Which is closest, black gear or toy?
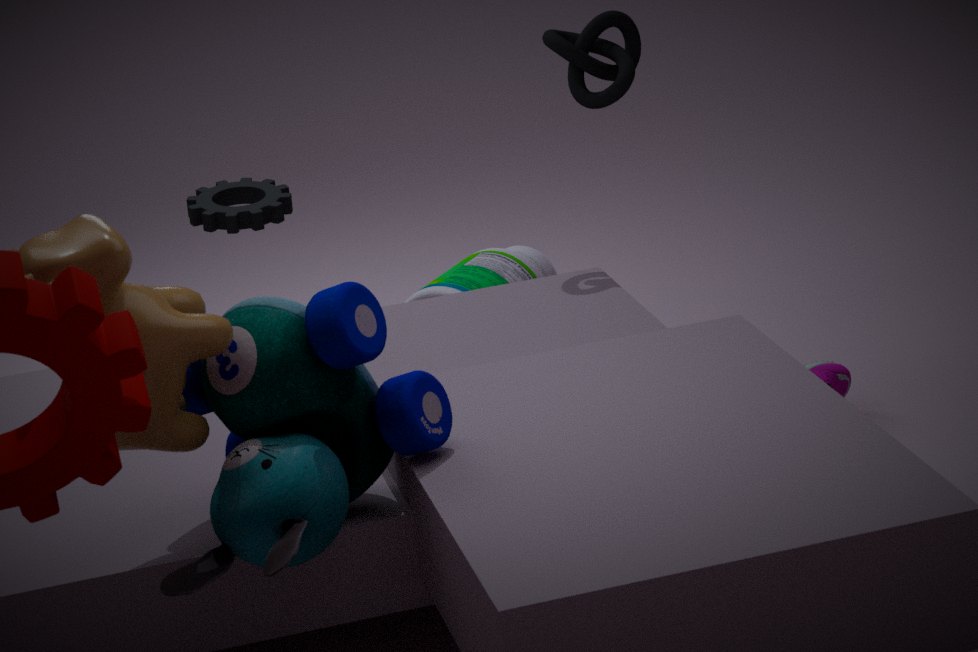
toy
